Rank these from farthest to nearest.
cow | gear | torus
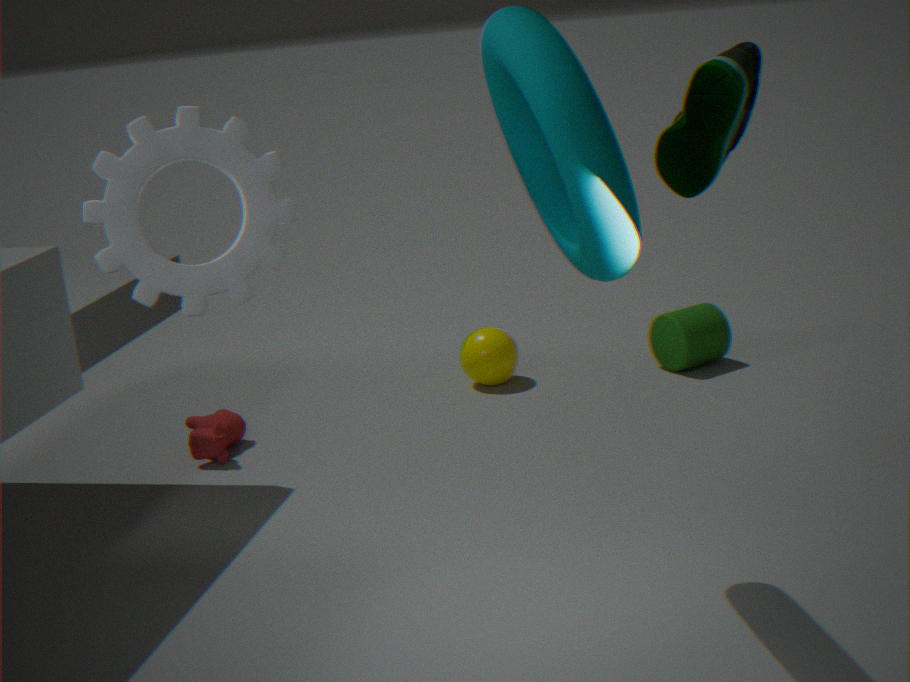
cow
torus
gear
